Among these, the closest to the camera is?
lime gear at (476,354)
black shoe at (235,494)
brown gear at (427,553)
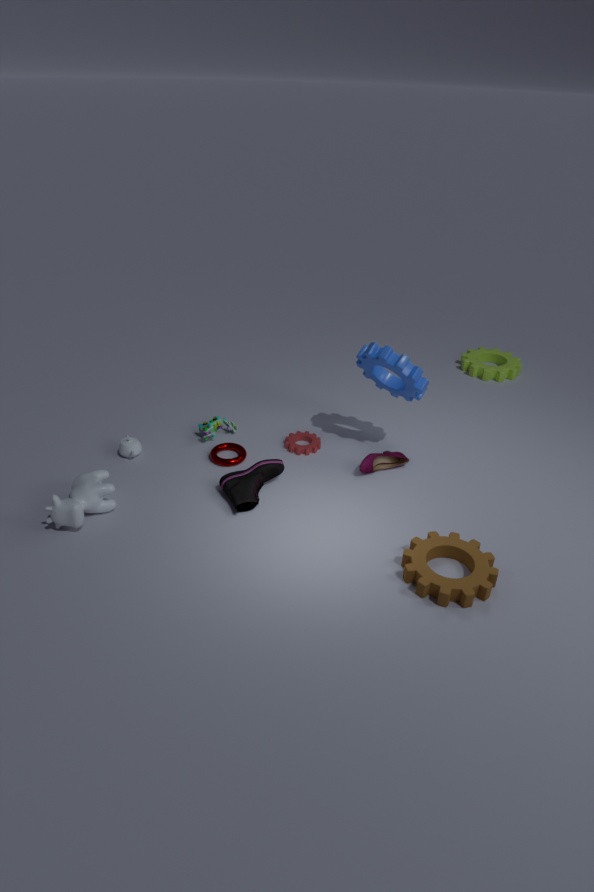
brown gear at (427,553)
